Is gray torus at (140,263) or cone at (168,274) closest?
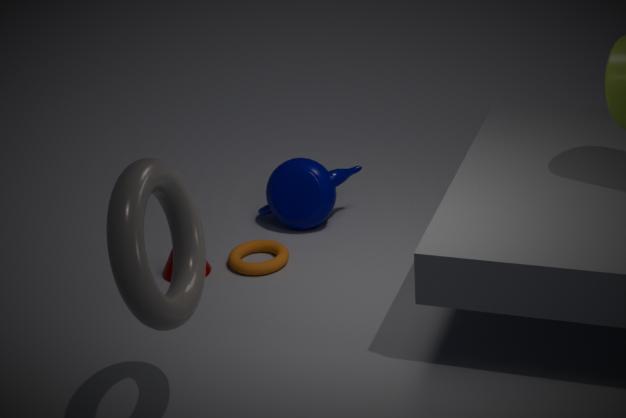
Answer: gray torus at (140,263)
